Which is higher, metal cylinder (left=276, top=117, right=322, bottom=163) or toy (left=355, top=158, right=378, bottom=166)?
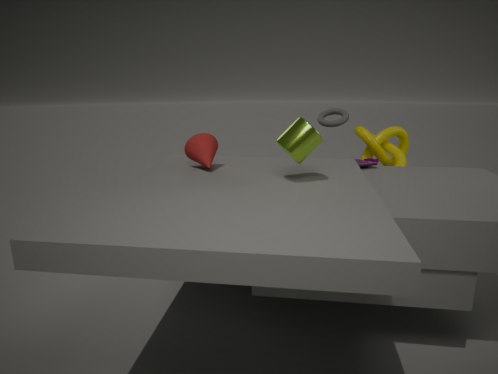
metal cylinder (left=276, top=117, right=322, bottom=163)
